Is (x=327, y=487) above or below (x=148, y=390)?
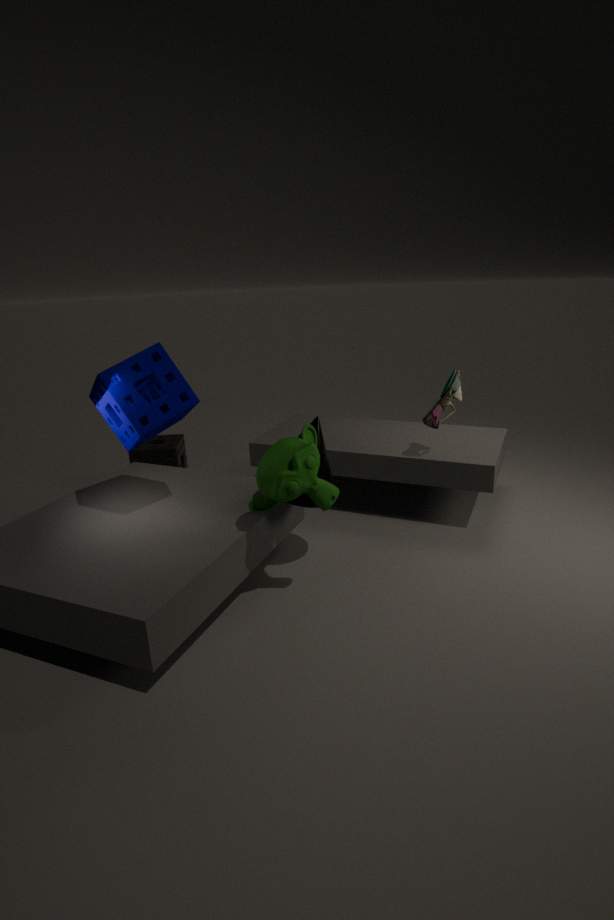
below
